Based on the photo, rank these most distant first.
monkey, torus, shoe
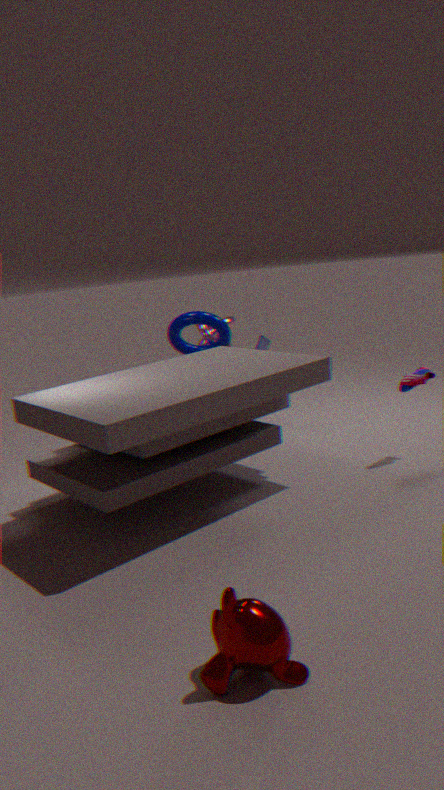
torus < shoe < monkey
